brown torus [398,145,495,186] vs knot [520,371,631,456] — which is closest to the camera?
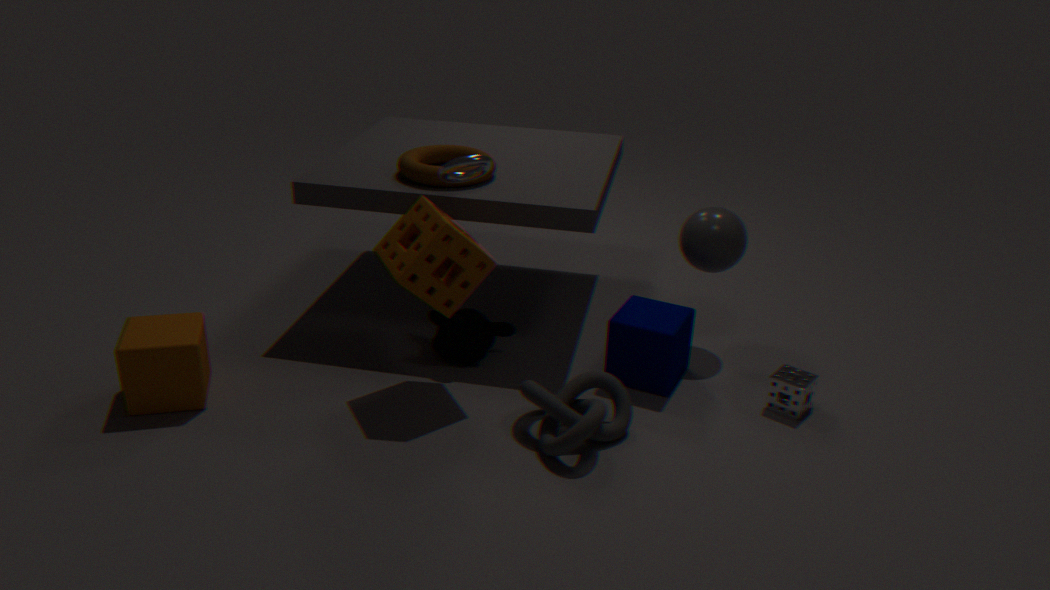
knot [520,371,631,456]
